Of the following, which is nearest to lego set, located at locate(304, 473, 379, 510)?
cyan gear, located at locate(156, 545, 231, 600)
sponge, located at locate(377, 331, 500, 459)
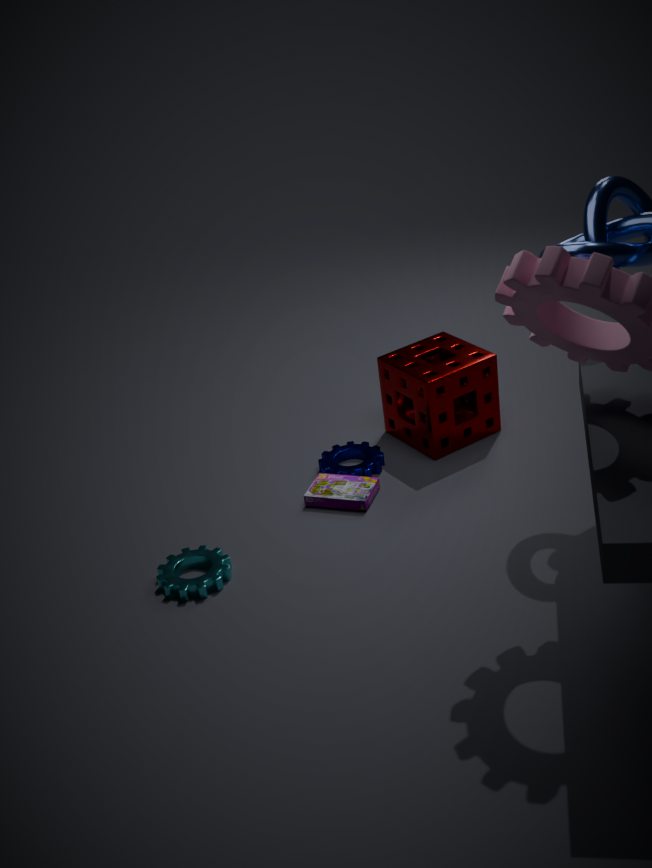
sponge, located at locate(377, 331, 500, 459)
